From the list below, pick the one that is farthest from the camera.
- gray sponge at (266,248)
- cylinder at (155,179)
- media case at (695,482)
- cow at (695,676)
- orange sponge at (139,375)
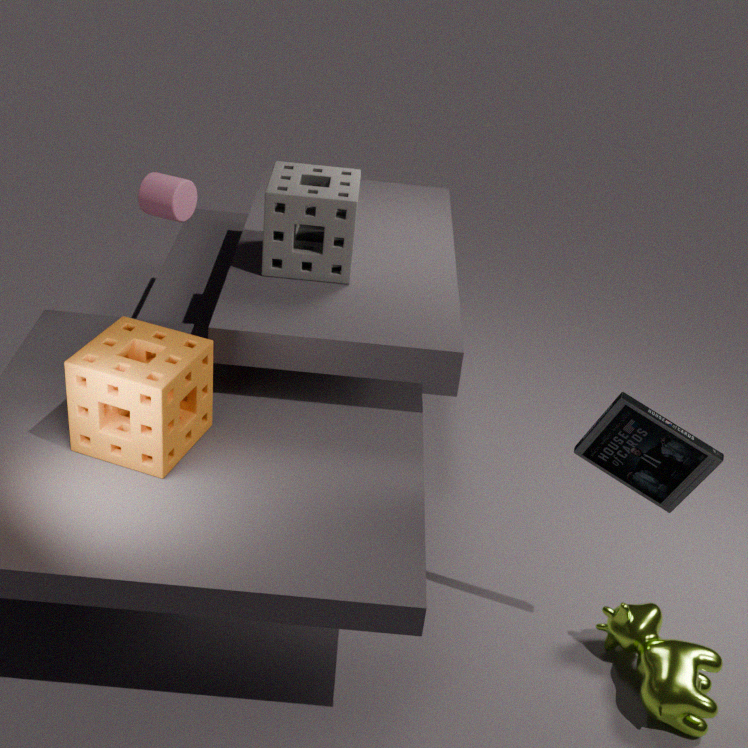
cylinder at (155,179)
